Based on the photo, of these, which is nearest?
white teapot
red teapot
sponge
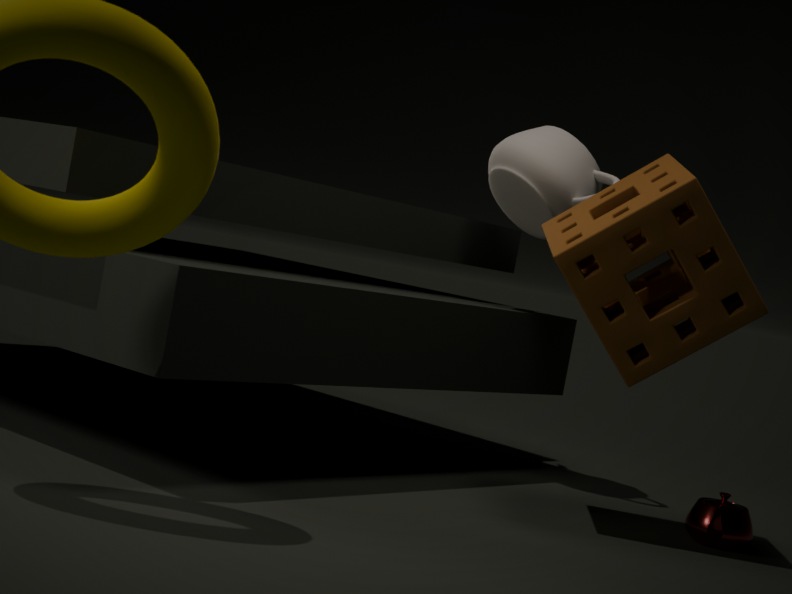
sponge
